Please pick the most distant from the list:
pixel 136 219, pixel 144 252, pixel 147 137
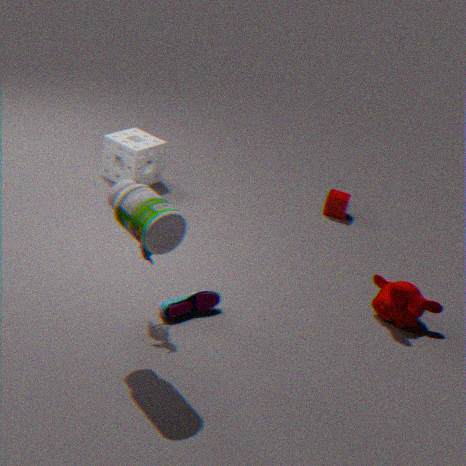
pixel 147 137
